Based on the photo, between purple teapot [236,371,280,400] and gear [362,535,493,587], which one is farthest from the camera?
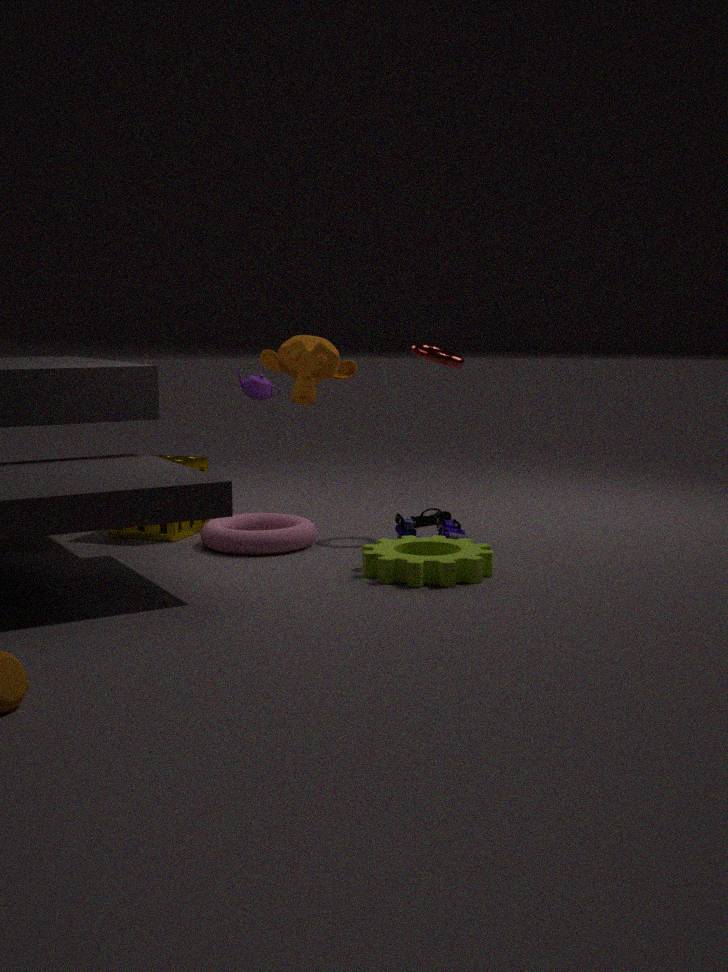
purple teapot [236,371,280,400]
